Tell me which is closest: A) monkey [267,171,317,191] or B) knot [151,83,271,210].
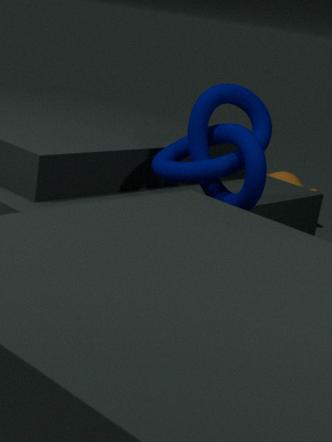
B. knot [151,83,271,210]
